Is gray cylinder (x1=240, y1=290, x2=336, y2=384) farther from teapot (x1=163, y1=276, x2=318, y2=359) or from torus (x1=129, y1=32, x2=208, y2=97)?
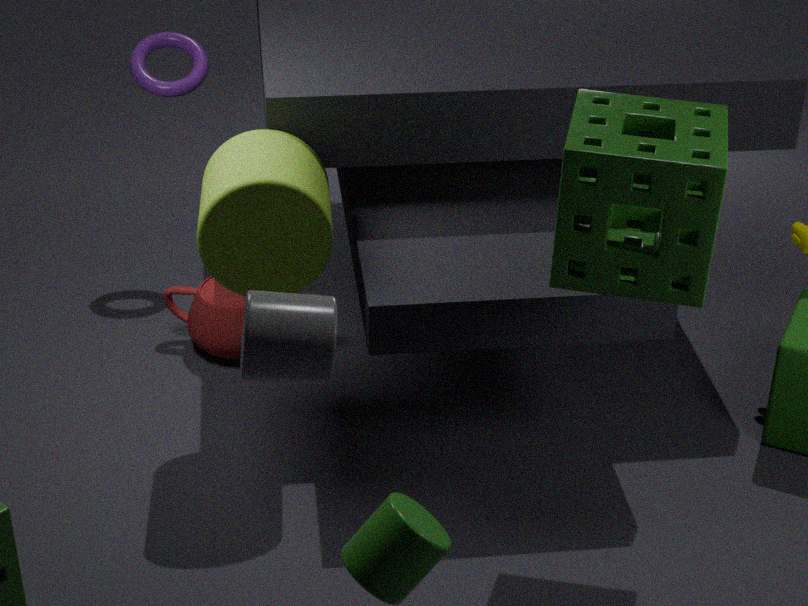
torus (x1=129, y1=32, x2=208, y2=97)
